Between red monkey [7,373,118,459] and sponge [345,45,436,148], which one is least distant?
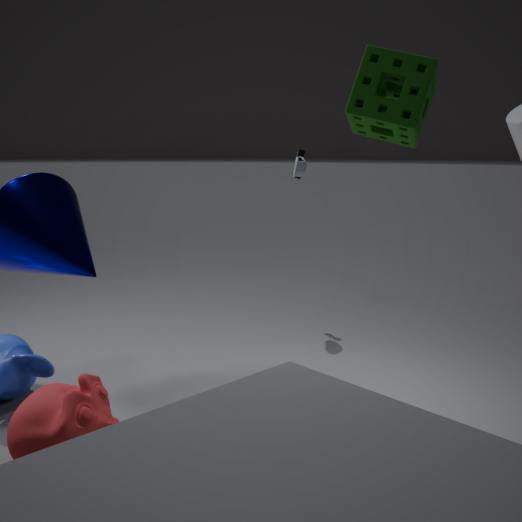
sponge [345,45,436,148]
